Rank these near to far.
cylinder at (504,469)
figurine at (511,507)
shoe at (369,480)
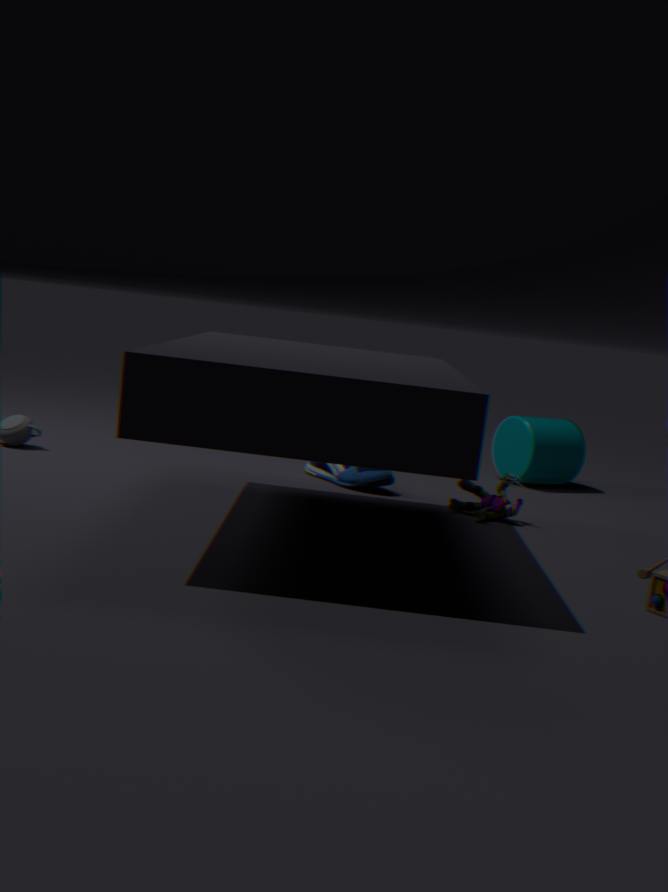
figurine at (511,507) → shoe at (369,480) → cylinder at (504,469)
